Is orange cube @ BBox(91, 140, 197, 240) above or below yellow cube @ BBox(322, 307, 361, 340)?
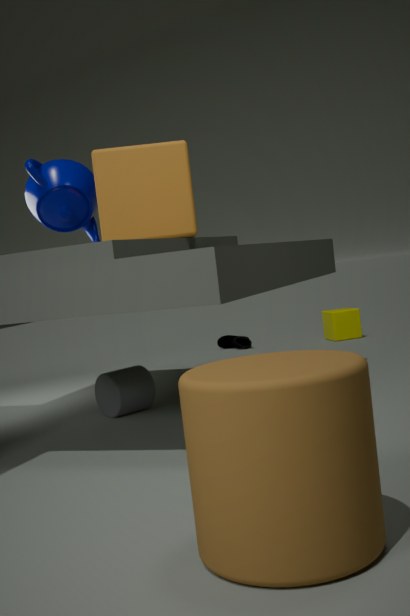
above
